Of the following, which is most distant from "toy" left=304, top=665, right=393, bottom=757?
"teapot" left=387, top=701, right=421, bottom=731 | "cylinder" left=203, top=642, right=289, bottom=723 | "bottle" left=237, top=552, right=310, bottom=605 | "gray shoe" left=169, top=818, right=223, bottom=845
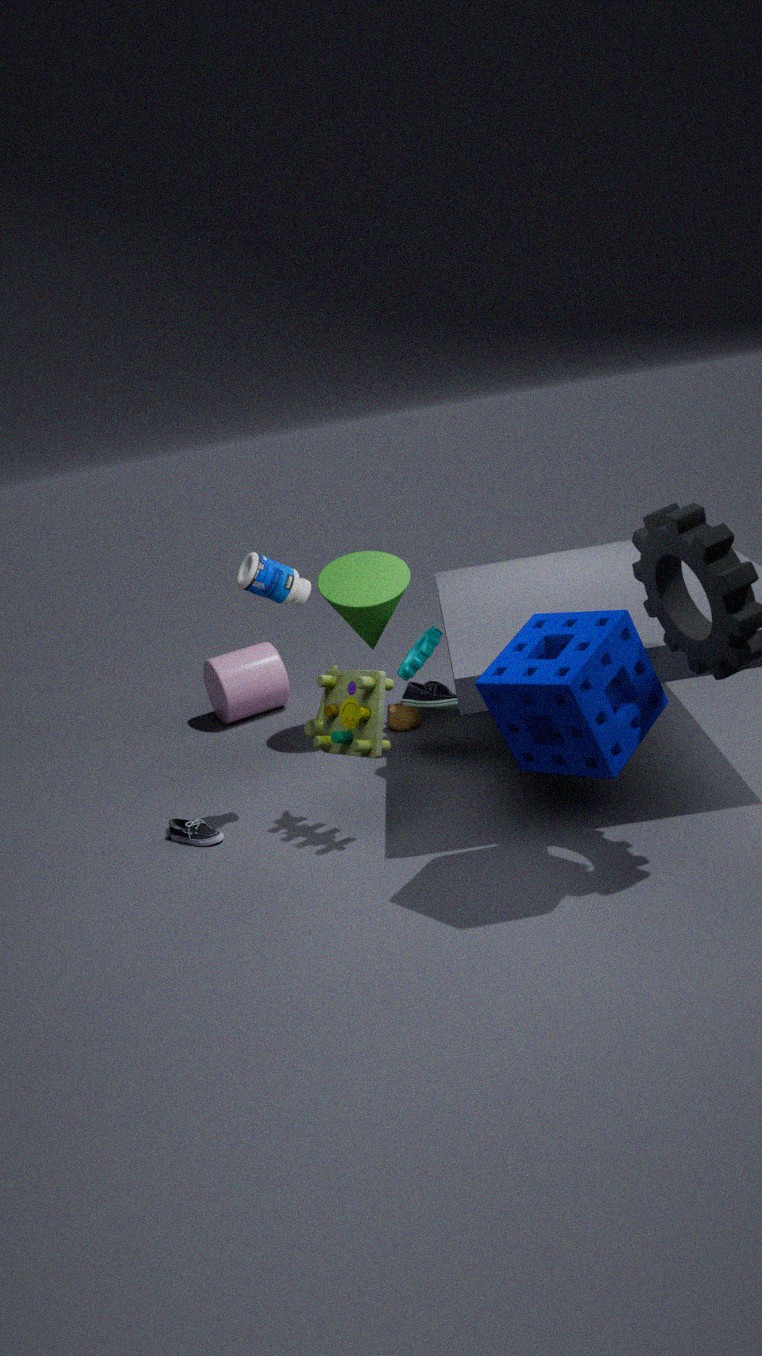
"cylinder" left=203, top=642, right=289, bottom=723
